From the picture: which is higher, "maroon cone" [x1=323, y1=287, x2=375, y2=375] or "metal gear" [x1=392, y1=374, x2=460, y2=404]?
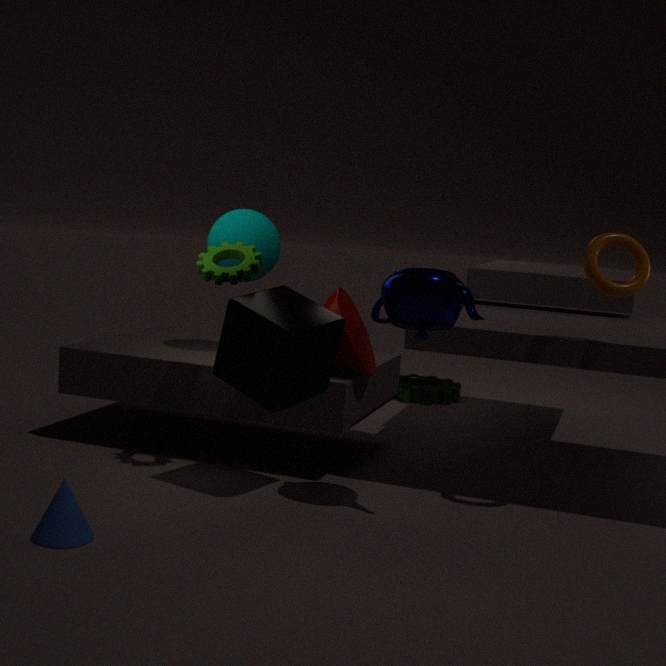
"maroon cone" [x1=323, y1=287, x2=375, y2=375]
